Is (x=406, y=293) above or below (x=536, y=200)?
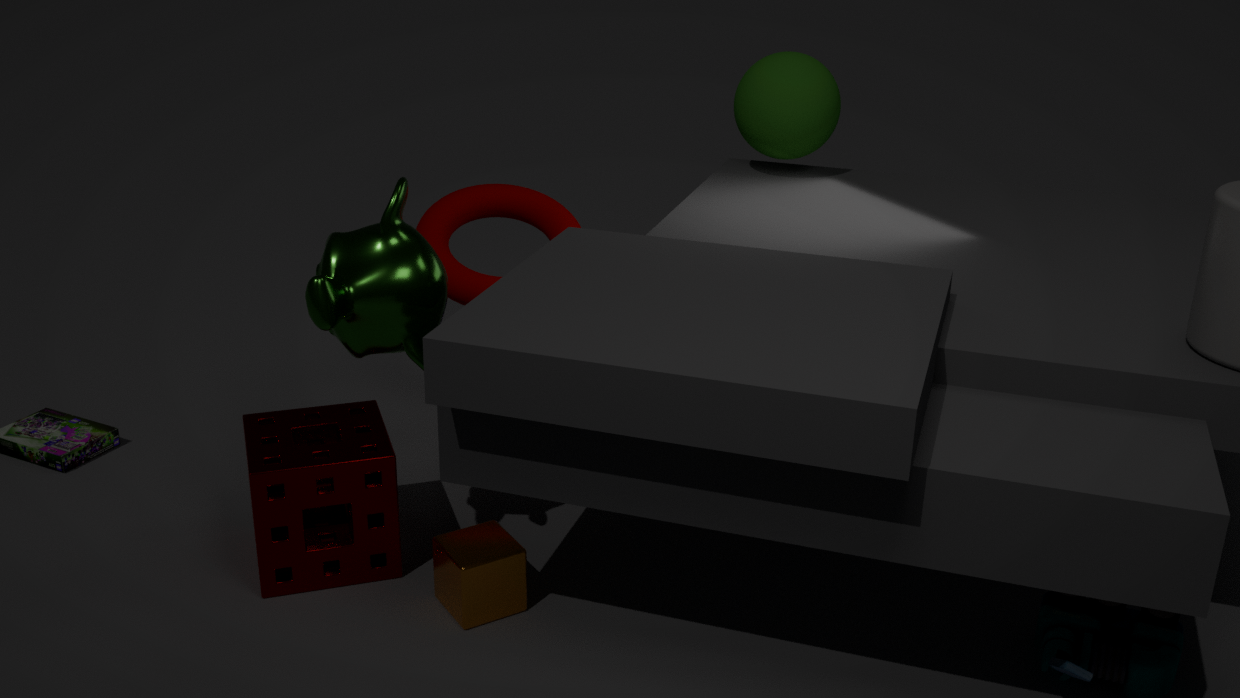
above
